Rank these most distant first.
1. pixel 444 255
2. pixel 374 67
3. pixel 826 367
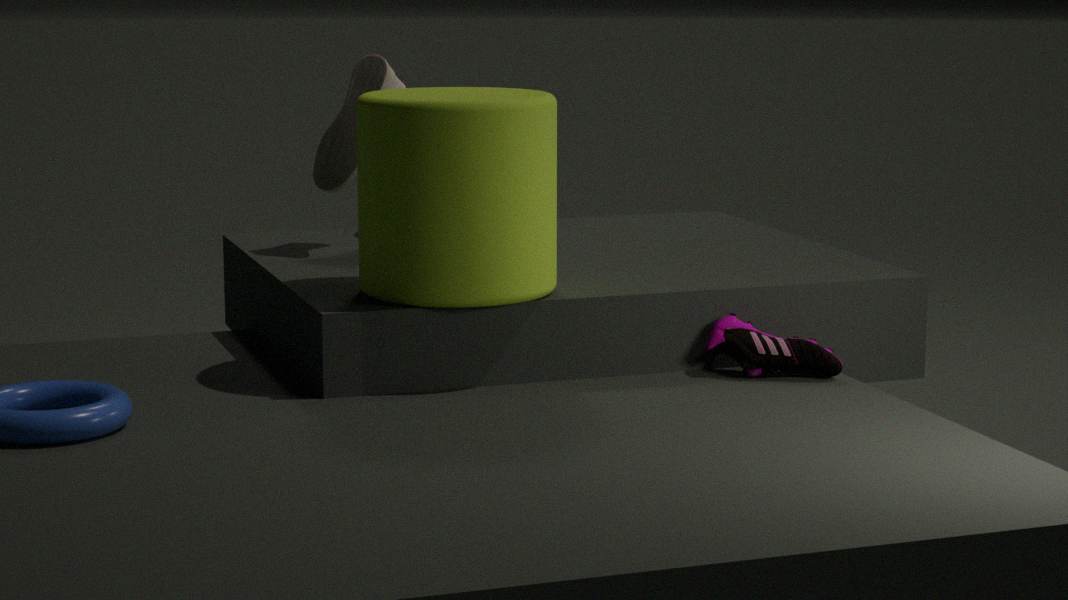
pixel 374 67
pixel 826 367
pixel 444 255
